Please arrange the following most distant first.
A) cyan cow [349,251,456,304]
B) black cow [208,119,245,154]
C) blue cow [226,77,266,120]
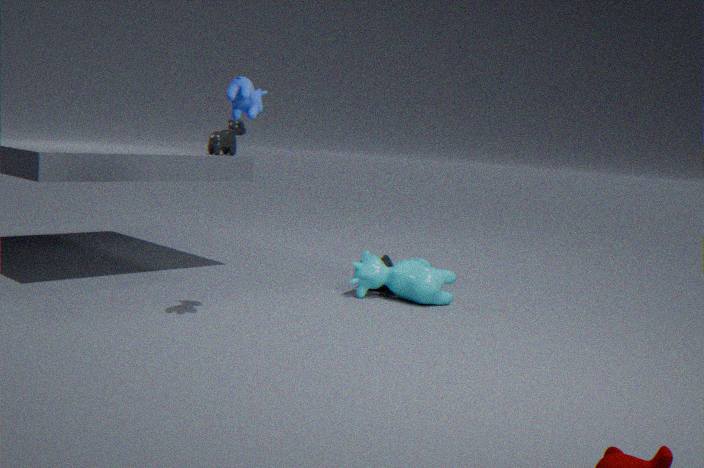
black cow [208,119,245,154]
cyan cow [349,251,456,304]
blue cow [226,77,266,120]
